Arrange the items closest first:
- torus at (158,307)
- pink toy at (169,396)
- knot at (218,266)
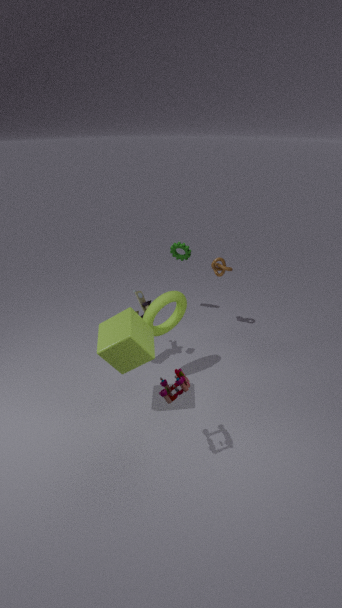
pink toy at (169,396) < torus at (158,307) < knot at (218,266)
